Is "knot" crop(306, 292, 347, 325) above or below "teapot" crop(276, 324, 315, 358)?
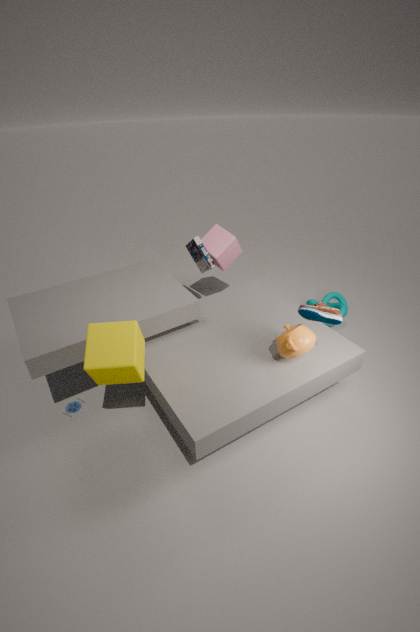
below
